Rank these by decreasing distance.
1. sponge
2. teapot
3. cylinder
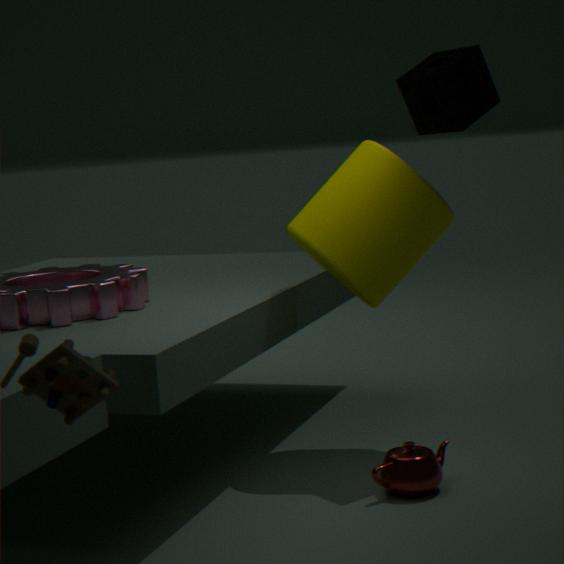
cylinder → sponge → teapot
